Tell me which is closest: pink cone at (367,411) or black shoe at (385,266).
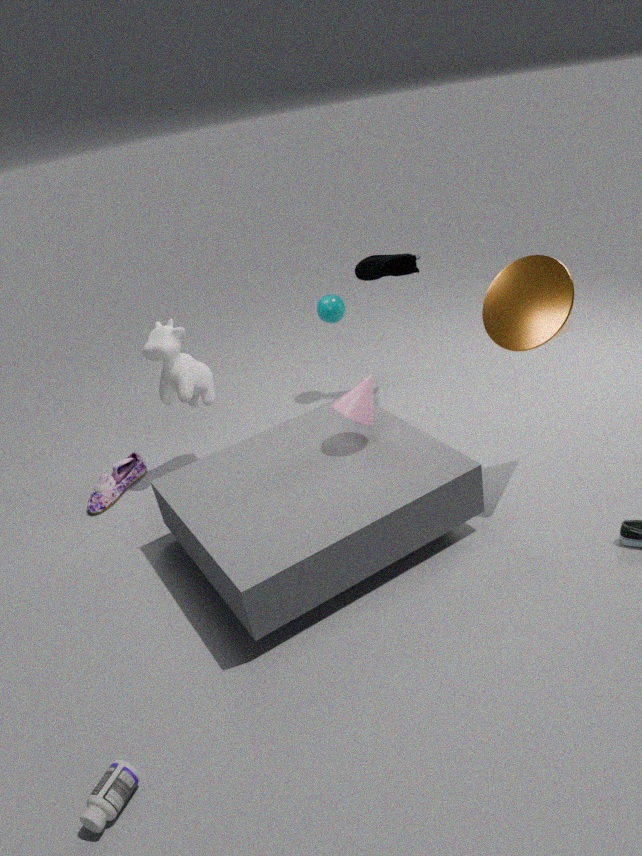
pink cone at (367,411)
